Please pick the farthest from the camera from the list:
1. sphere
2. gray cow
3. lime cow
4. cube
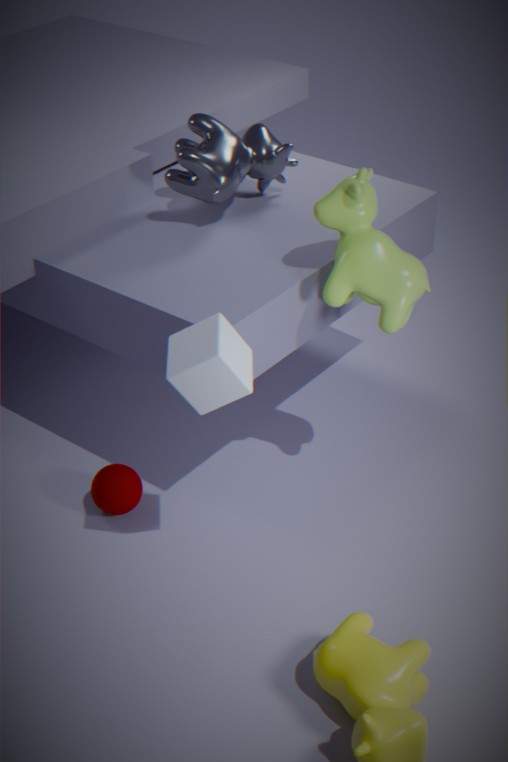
gray cow
